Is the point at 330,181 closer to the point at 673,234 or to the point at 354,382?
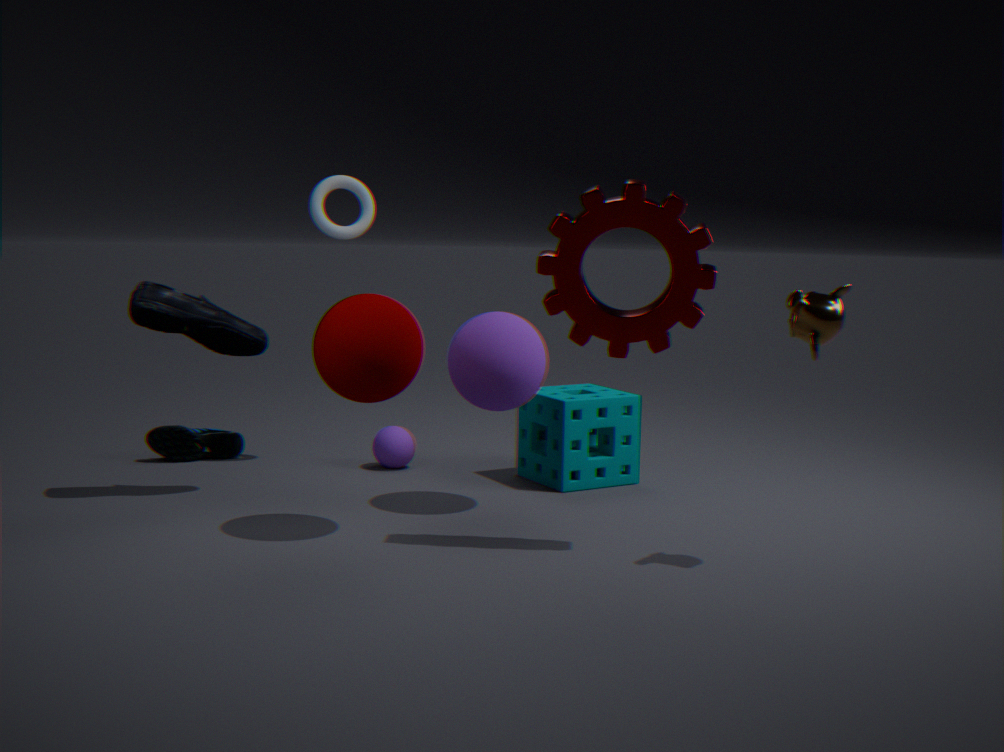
the point at 354,382
